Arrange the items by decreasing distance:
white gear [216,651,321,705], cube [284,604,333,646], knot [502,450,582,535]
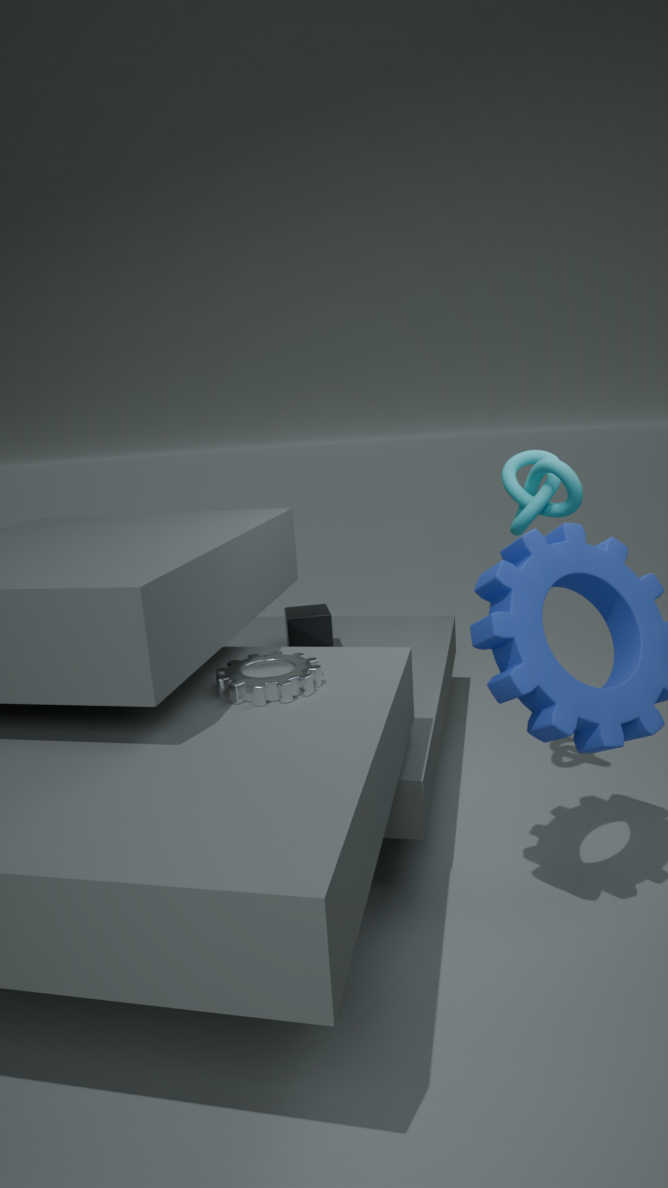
1. cube [284,604,333,646]
2. knot [502,450,582,535]
3. white gear [216,651,321,705]
